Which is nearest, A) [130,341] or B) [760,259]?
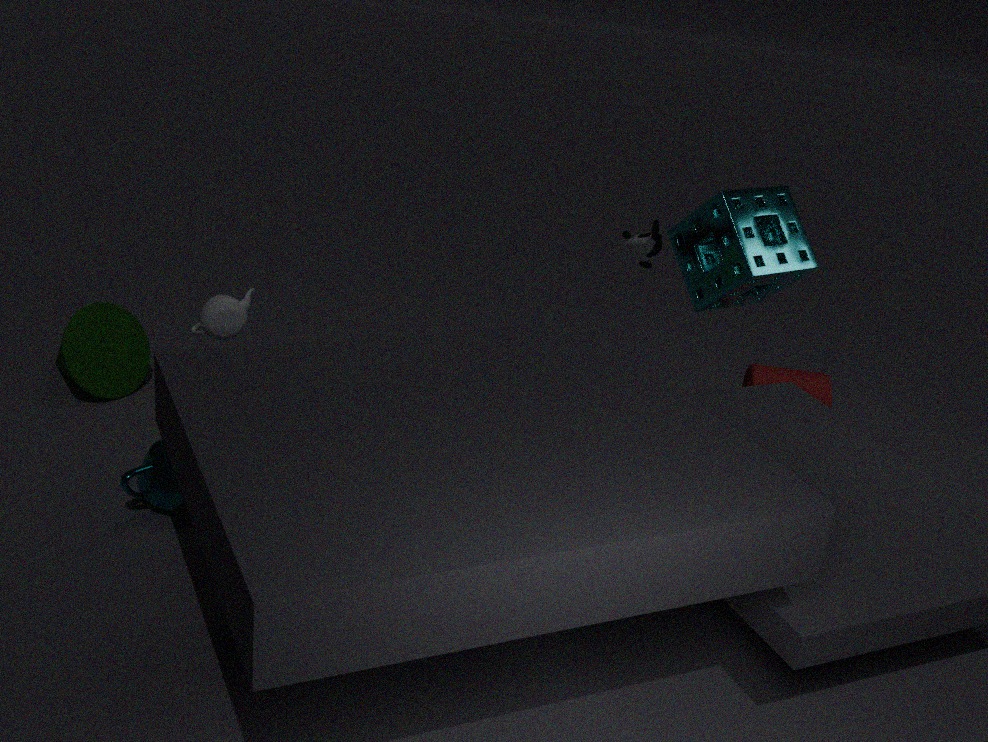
B. [760,259]
